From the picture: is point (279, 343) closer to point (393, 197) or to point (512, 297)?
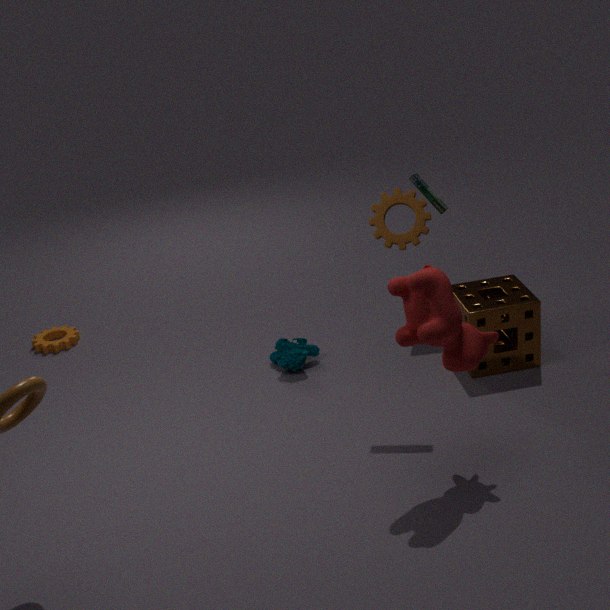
point (512, 297)
